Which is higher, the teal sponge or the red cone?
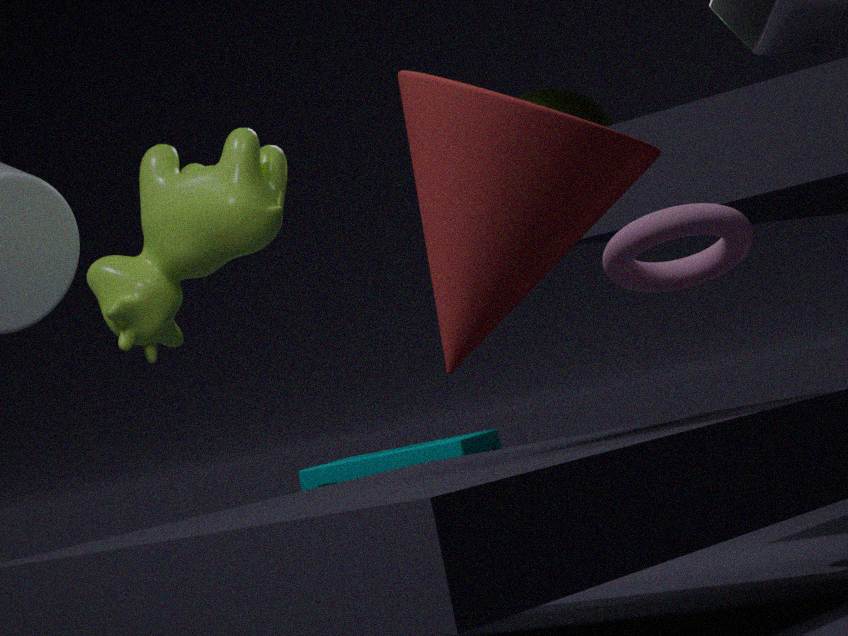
the red cone
